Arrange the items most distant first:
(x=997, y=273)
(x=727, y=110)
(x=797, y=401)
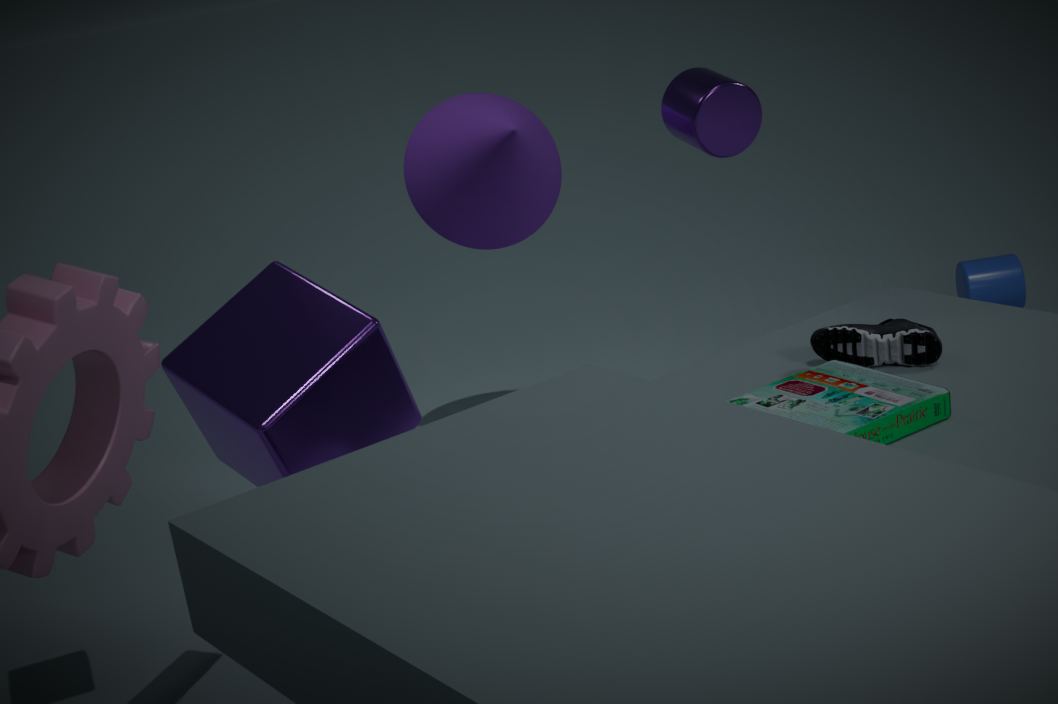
1. (x=997, y=273)
2. (x=727, y=110)
3. (x=797, y=401)
